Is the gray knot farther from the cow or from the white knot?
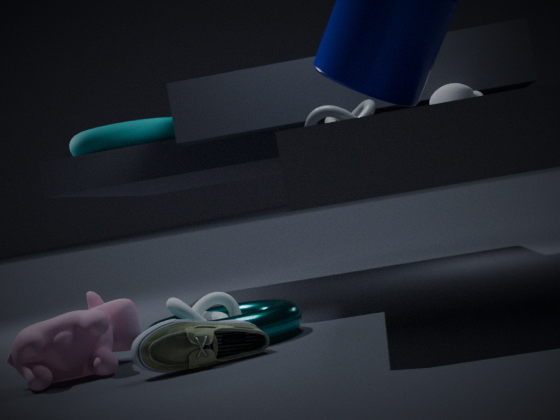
the cow
